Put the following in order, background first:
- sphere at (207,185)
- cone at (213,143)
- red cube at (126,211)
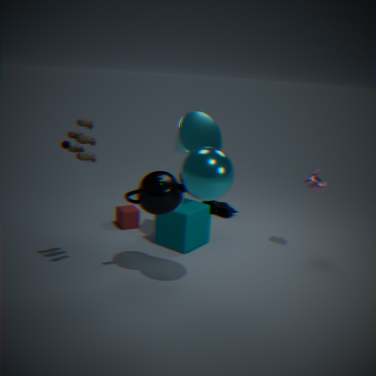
red cube at (126,211)
cone at (213,143)
sphere at (207,185)
